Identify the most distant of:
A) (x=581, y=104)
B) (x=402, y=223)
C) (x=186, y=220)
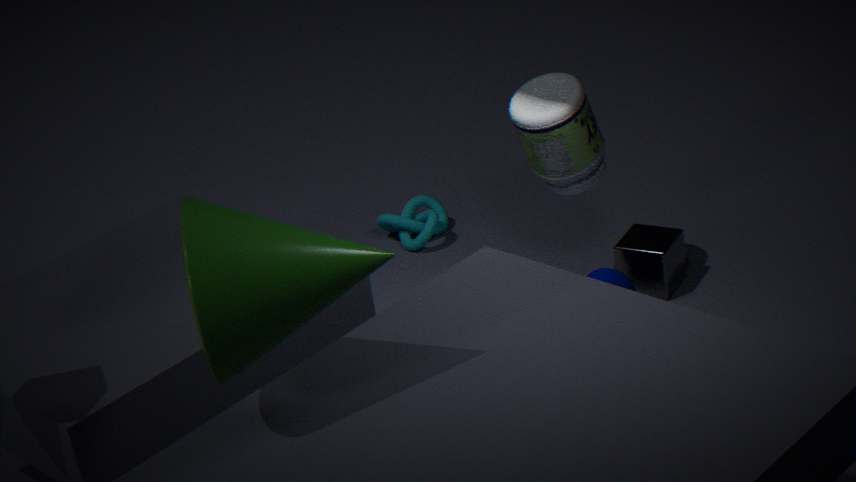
(x=402, y=223)
